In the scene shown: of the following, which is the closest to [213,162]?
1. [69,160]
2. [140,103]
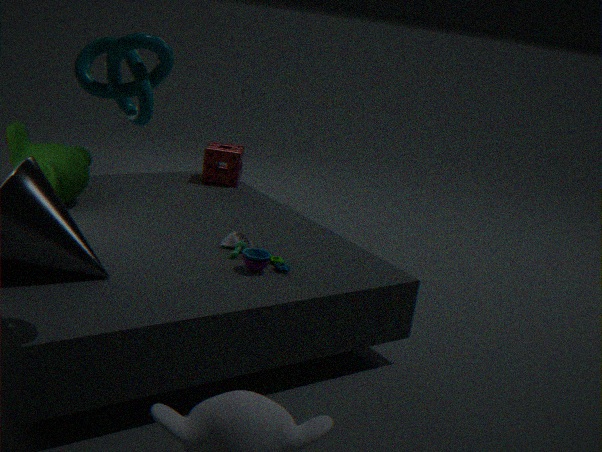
[69,160]
